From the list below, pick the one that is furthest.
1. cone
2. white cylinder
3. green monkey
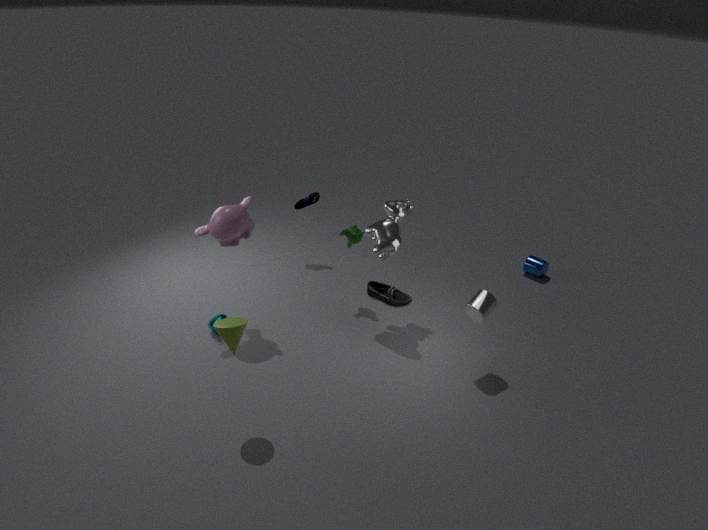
green monkey
